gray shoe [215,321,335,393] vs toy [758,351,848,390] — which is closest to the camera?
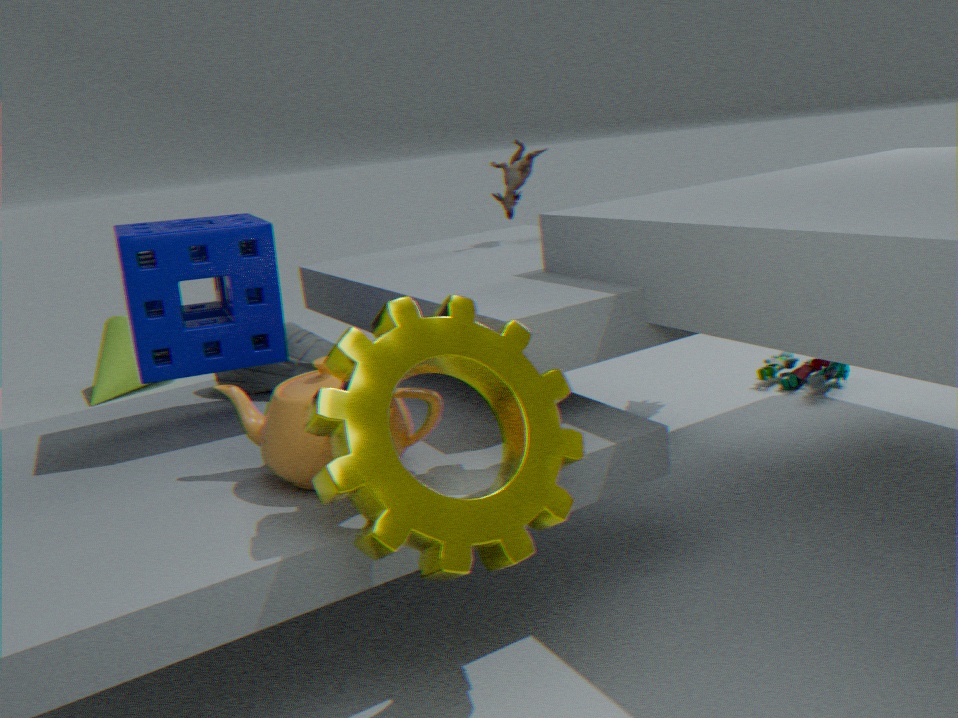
gray shoe [215,321,335,393]
